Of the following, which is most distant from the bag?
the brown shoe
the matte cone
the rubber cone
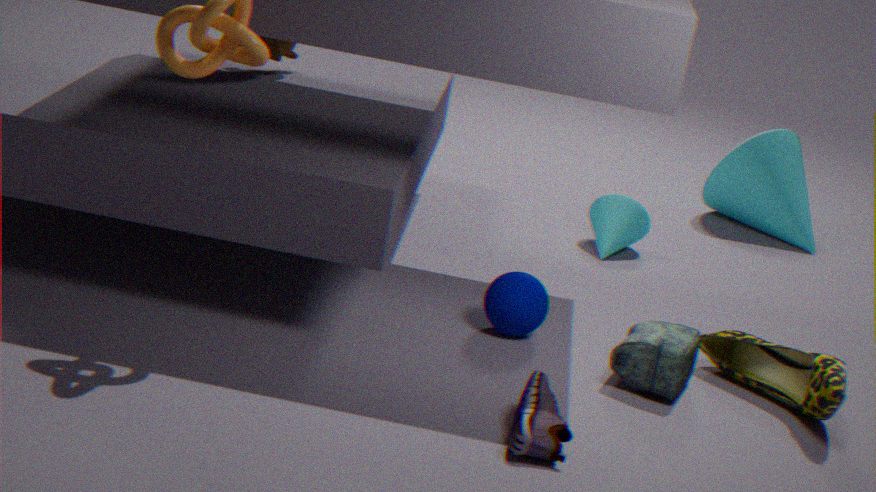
the rubber cone
